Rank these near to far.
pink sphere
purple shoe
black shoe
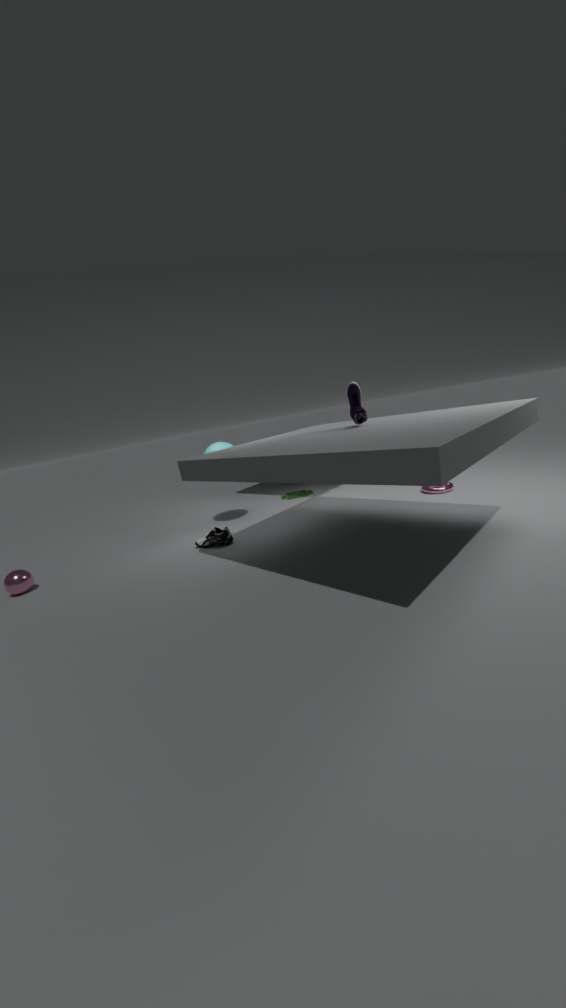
purple shoe, pink sphere, black shoe
